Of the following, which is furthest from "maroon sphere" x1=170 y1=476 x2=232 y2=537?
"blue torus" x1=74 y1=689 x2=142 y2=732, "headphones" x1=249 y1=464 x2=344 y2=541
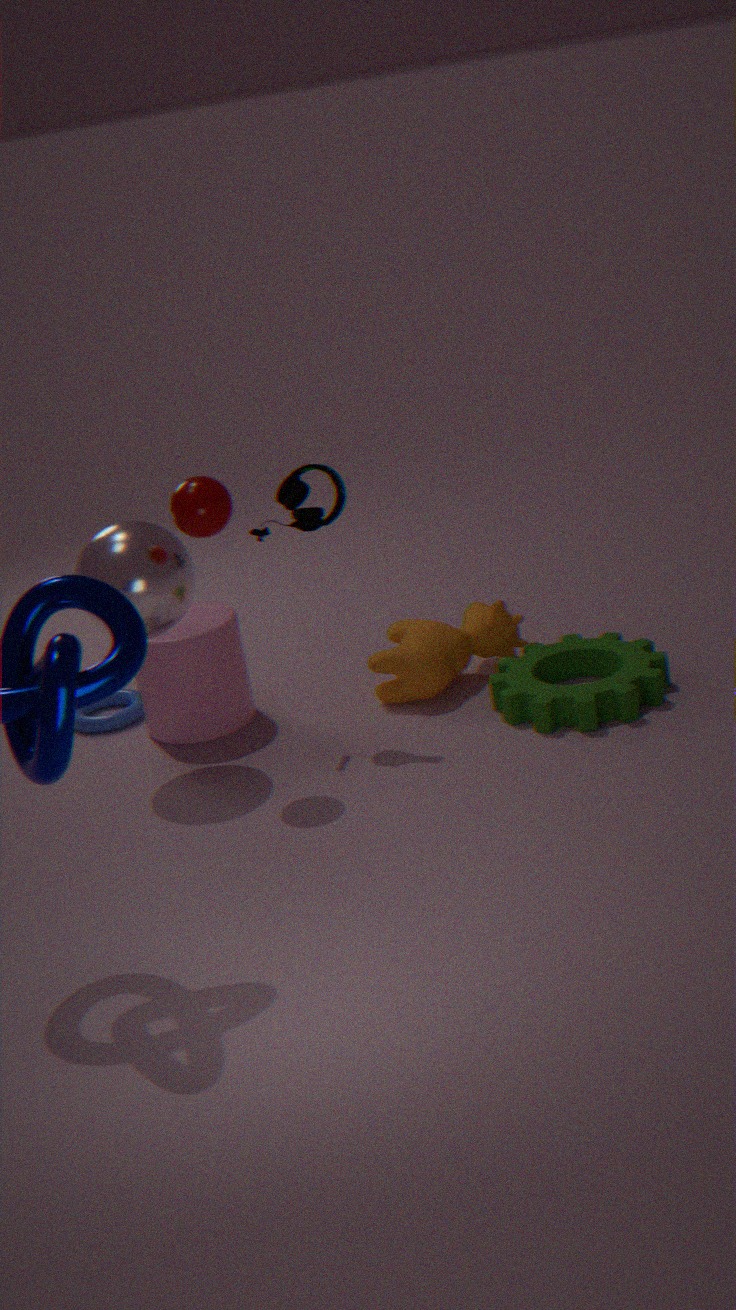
"blue torus" x1=74 y1=689 x2=142 y2=732
